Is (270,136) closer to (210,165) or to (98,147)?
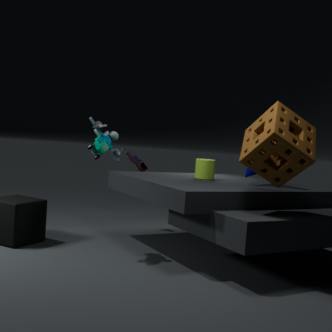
(210,165)
